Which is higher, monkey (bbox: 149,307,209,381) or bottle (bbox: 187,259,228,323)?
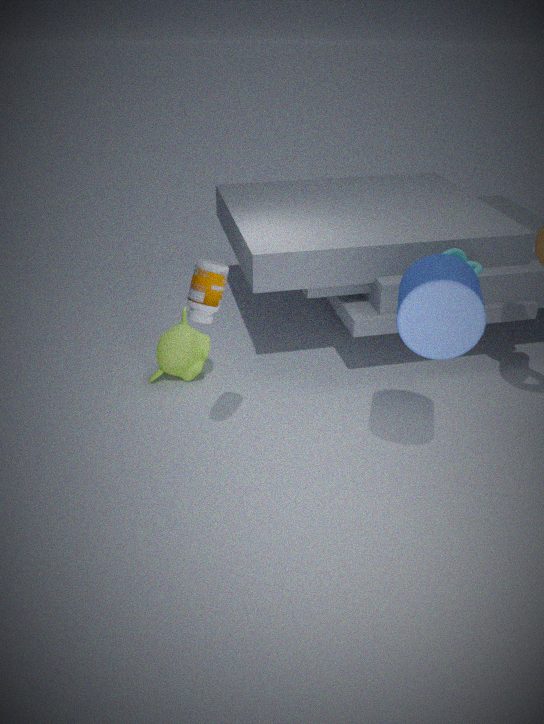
bottle (bbox: 187,259,228,323)
